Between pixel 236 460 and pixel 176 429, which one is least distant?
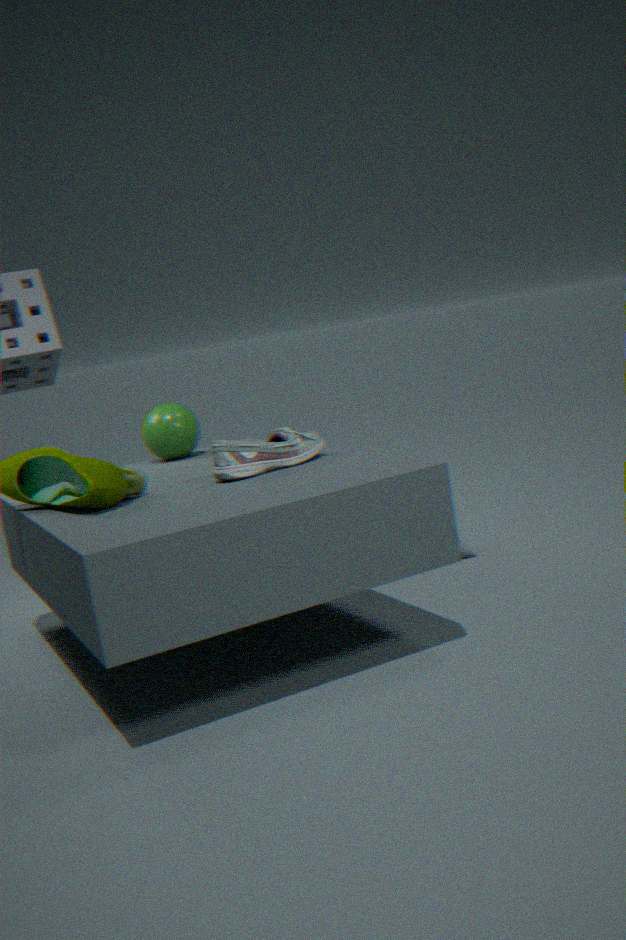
pixel 236 460
